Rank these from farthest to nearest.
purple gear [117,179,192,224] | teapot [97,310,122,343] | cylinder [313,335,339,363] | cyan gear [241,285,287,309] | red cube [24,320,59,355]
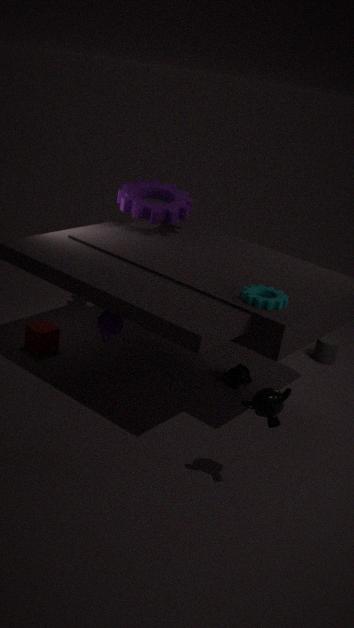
cylinder [313,335,339,363] → red cube [24,320,59,355] → purple gear [117,179,192,224] → teapot [97,310,122,343] → cyan gear [241,285,287,309]
